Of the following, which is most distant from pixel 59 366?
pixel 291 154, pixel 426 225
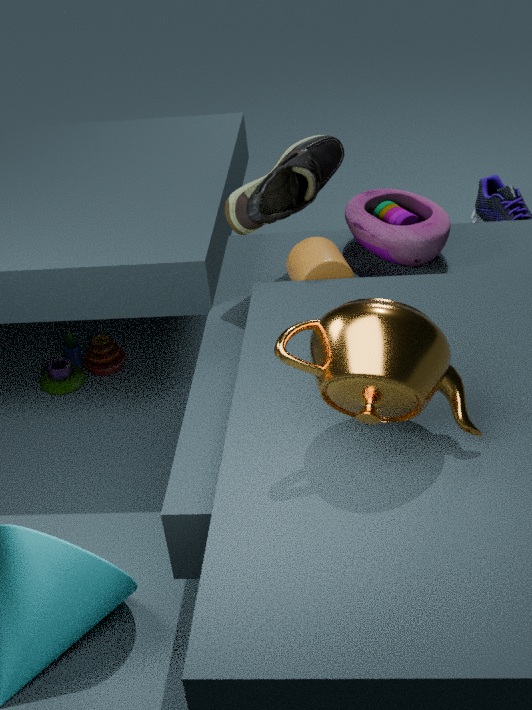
pixel 426 225
